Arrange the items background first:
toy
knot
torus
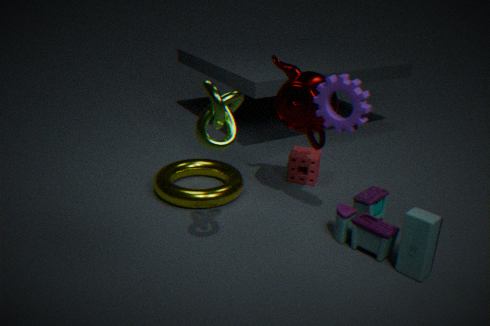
torus → toy → knot
